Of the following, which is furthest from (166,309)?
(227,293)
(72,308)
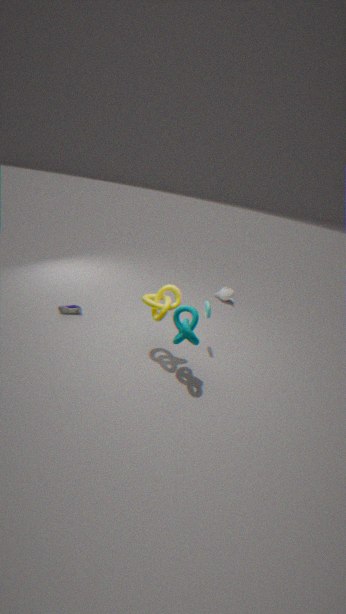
(227,293)
